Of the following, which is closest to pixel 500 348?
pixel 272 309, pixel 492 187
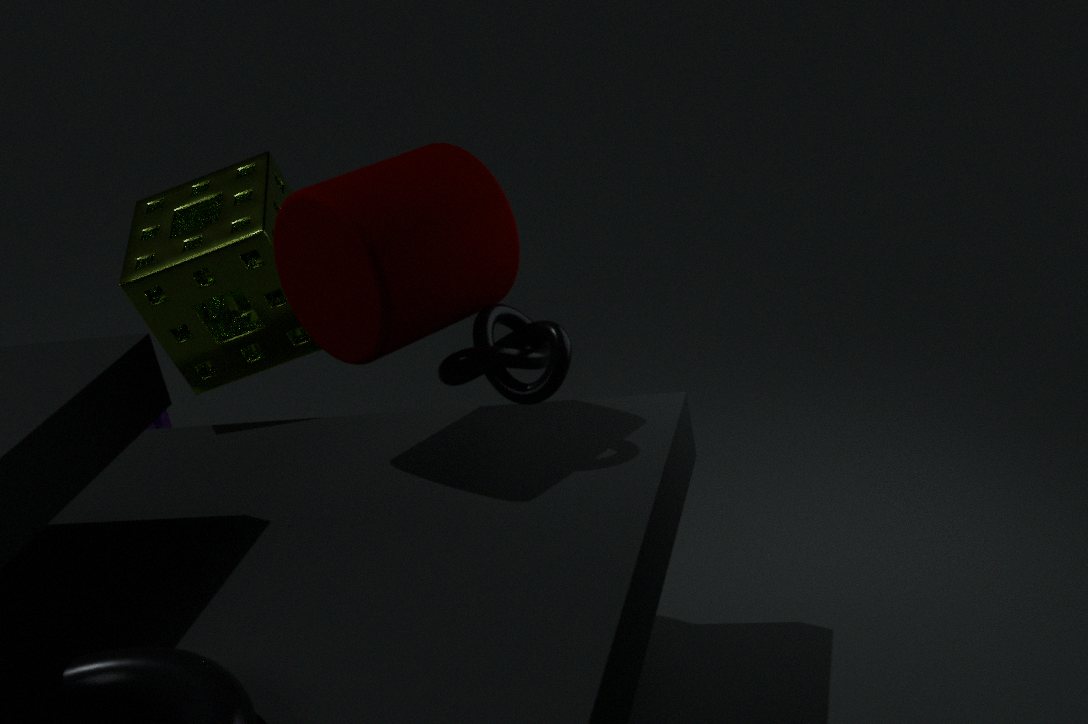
pixel 492 187
